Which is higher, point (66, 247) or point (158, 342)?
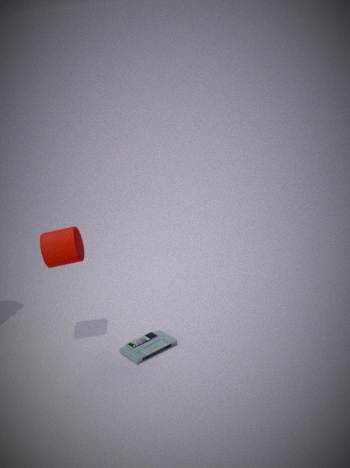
point (66, 247)
